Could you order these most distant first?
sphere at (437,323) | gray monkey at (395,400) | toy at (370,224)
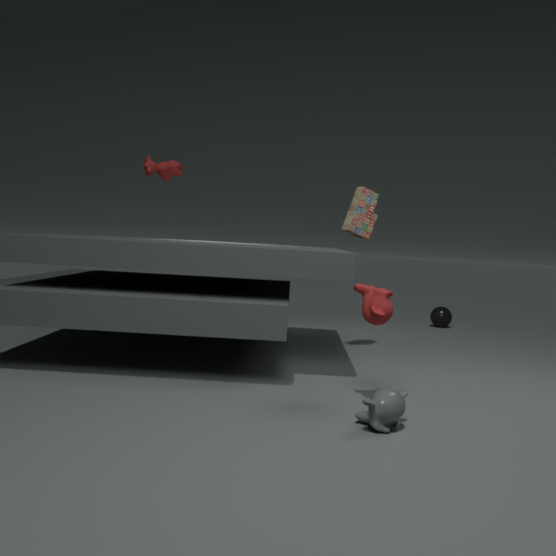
sphere at (437,323), toy at (370,224), gray monkey at (395,400)
